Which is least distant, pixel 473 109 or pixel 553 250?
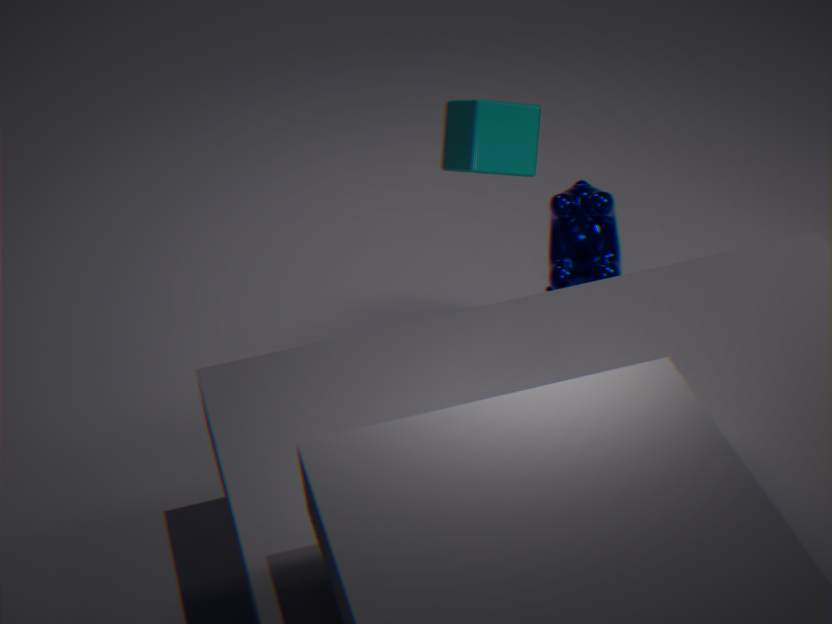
pixel 473 109
